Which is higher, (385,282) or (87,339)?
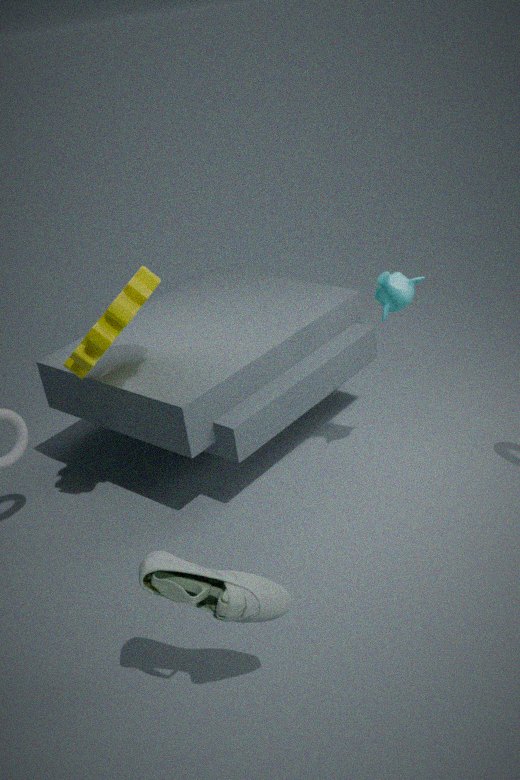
(87,339)
